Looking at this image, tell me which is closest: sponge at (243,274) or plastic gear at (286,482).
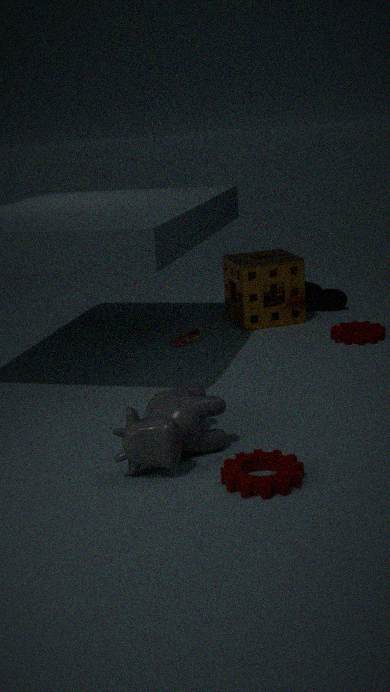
plastic gear at (286,482)
